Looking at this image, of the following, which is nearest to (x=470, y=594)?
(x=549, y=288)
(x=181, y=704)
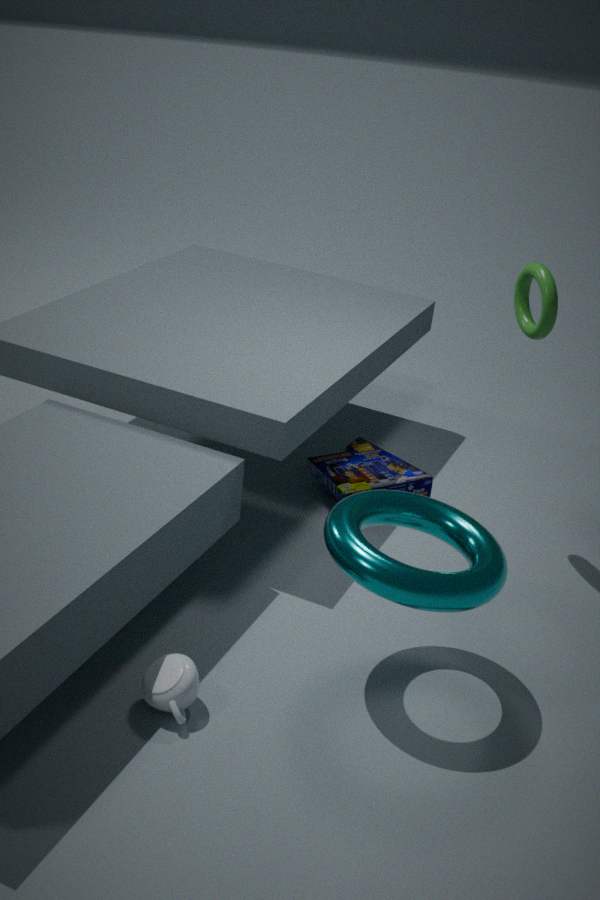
(x=181, y=704)
